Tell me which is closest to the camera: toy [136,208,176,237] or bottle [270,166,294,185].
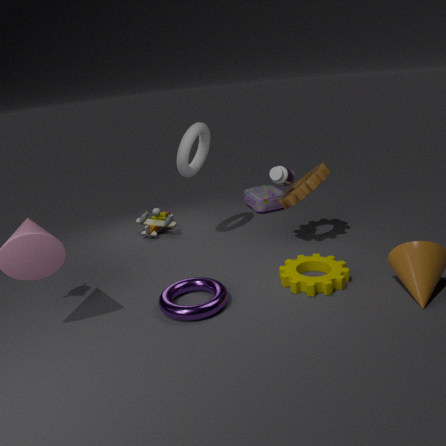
bottle [270,166,294,185]
